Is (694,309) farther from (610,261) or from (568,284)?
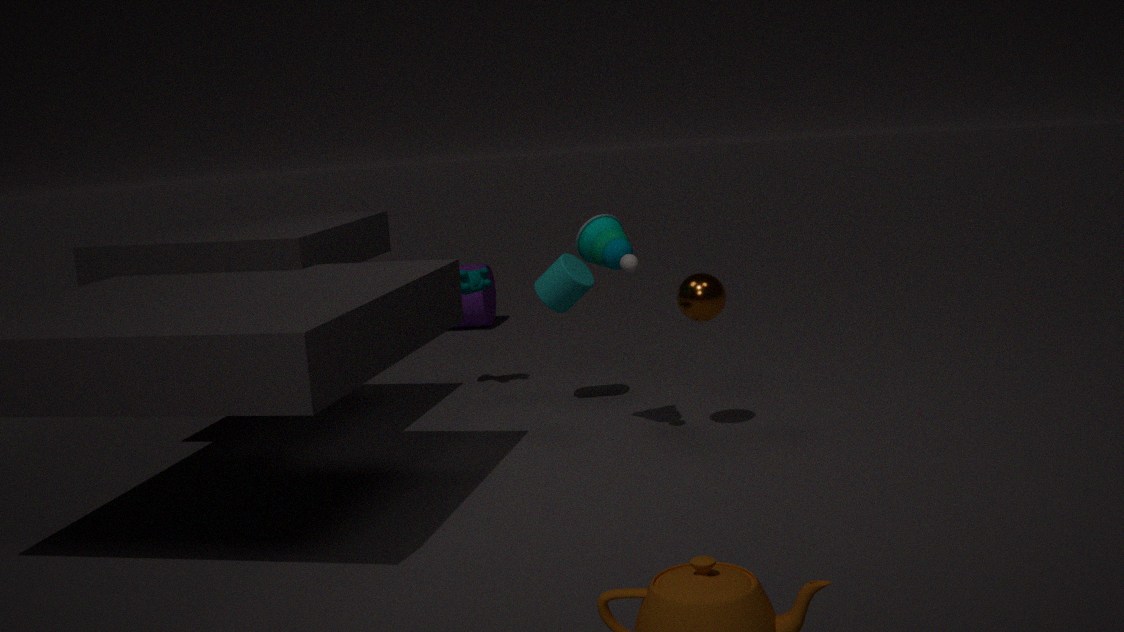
(568,284)
